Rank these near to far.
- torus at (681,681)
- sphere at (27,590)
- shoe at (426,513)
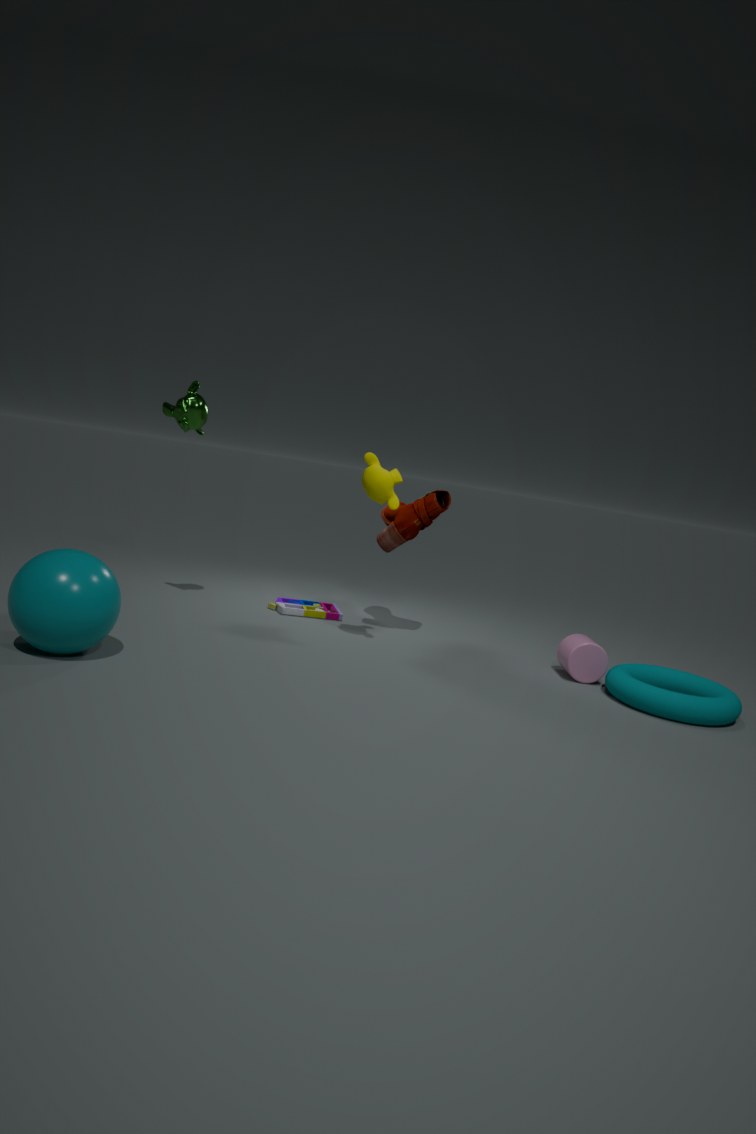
sphere at (27,590) < torus at (681,681) < shoe at (426,513)
